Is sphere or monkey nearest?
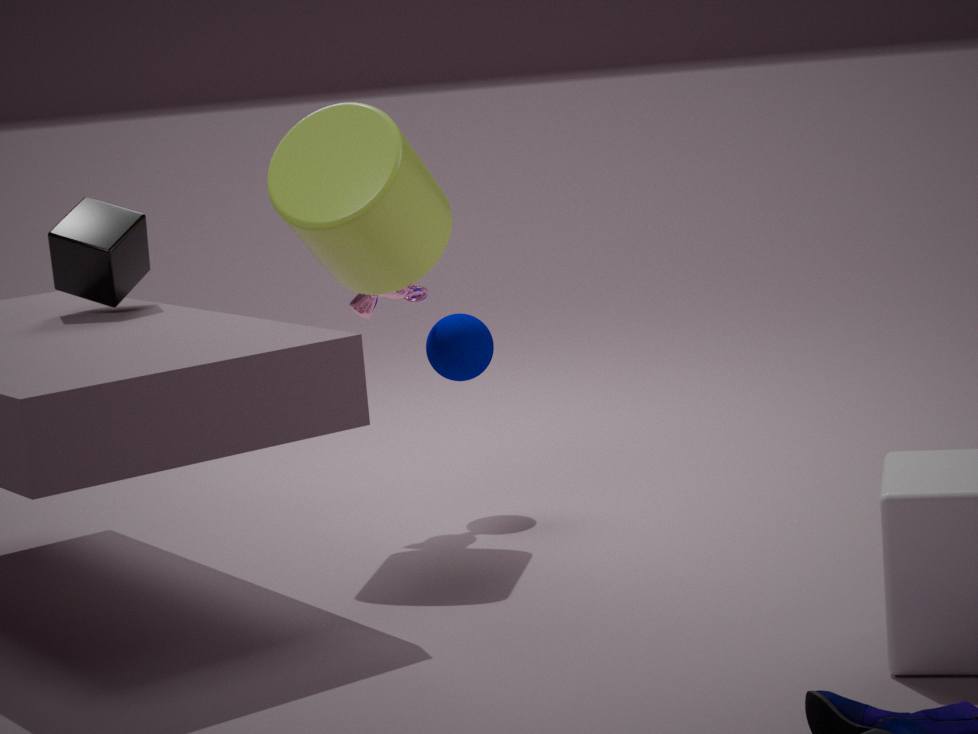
monkey
